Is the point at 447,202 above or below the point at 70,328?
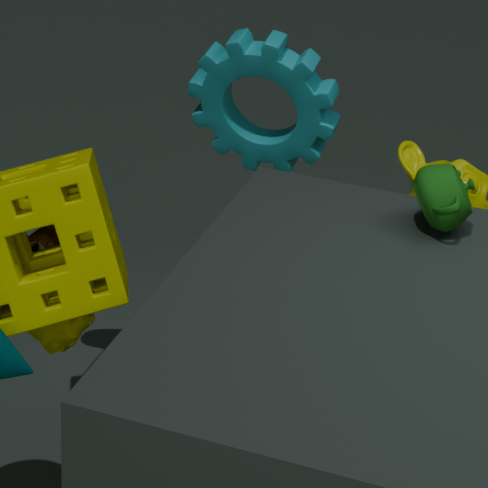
above
